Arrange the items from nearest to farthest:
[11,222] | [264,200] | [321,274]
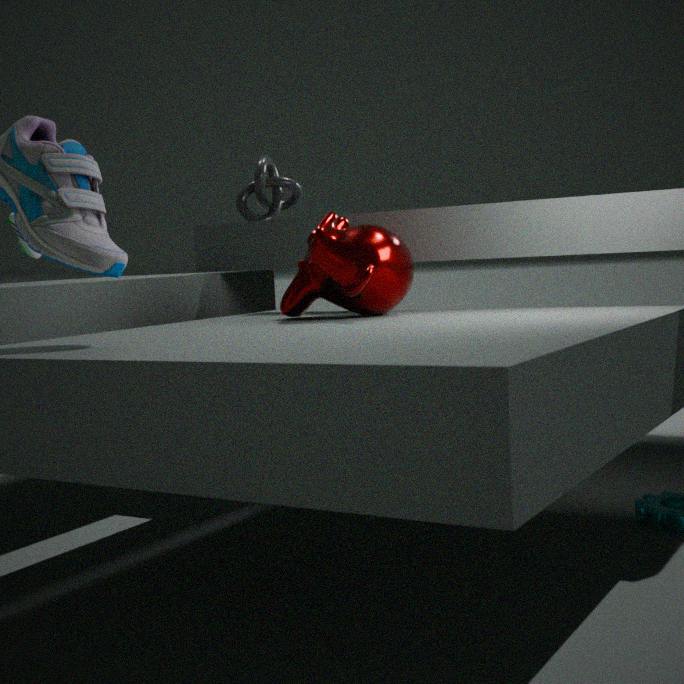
[321,274]
[11,222]
[264,200]
